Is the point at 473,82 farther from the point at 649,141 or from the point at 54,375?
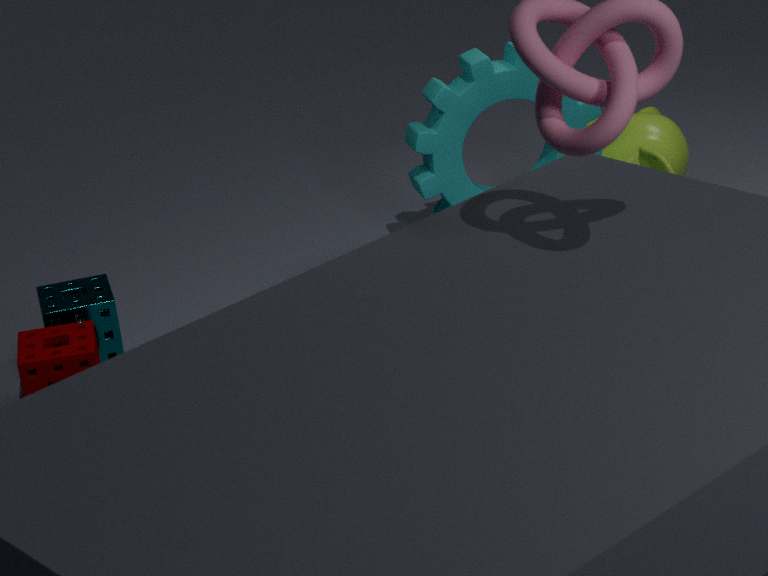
the point at 54,375
